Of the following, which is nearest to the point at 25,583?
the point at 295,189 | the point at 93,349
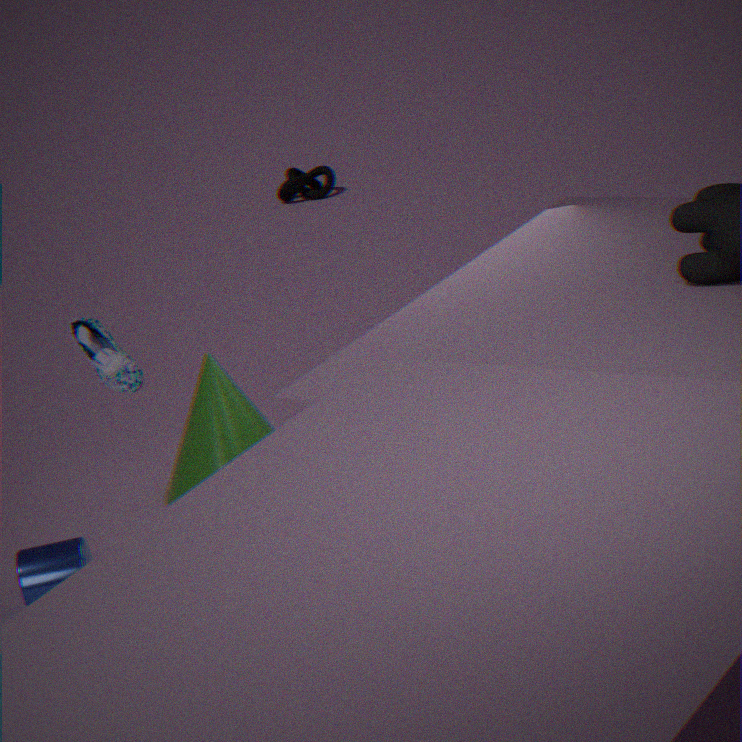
the point at 93,349
